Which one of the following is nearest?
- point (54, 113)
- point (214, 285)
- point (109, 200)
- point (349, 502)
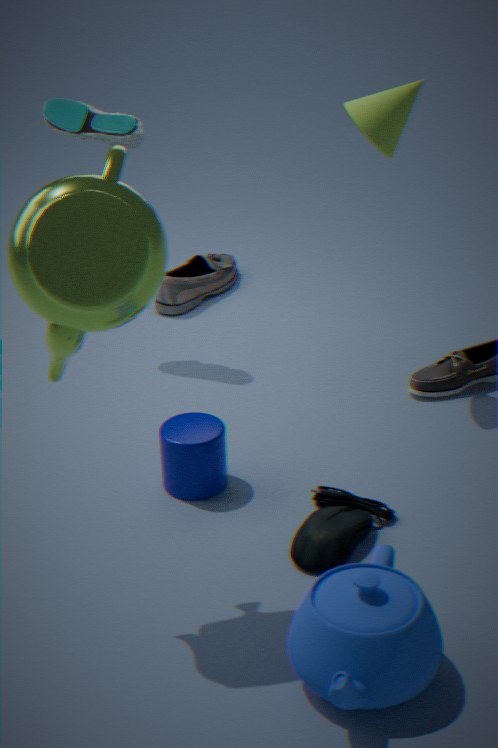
point (109, 200)
